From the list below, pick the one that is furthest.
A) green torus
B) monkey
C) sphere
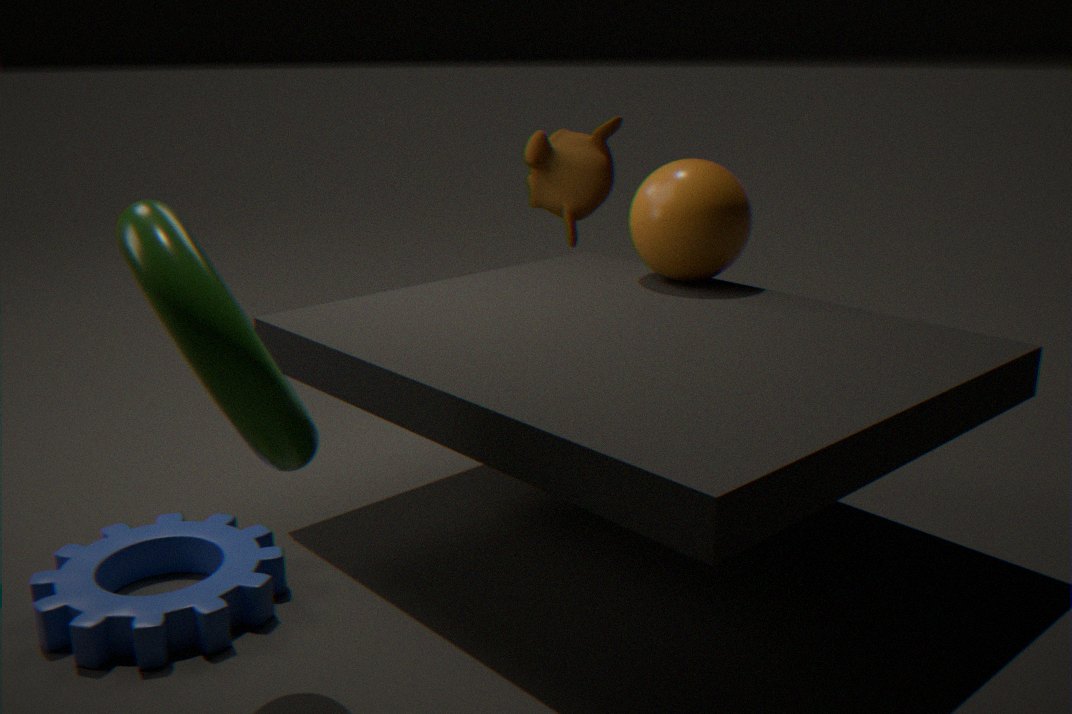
monkey
